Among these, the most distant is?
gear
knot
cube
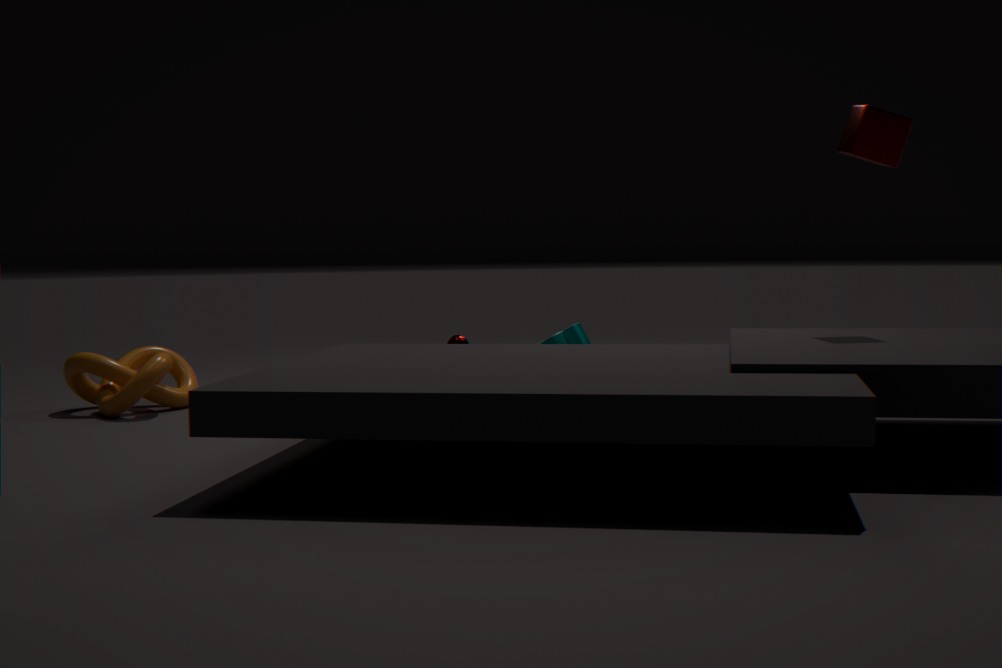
knot
